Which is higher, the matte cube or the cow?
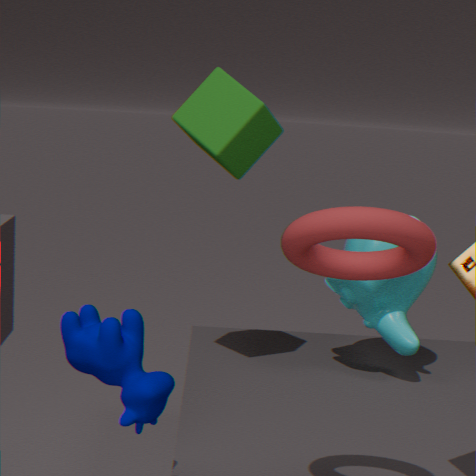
the matte cube
